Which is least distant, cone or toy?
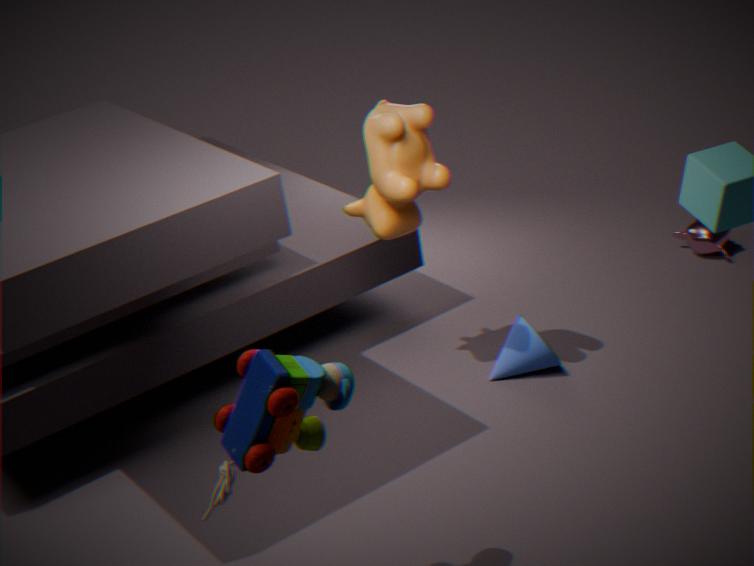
toy
